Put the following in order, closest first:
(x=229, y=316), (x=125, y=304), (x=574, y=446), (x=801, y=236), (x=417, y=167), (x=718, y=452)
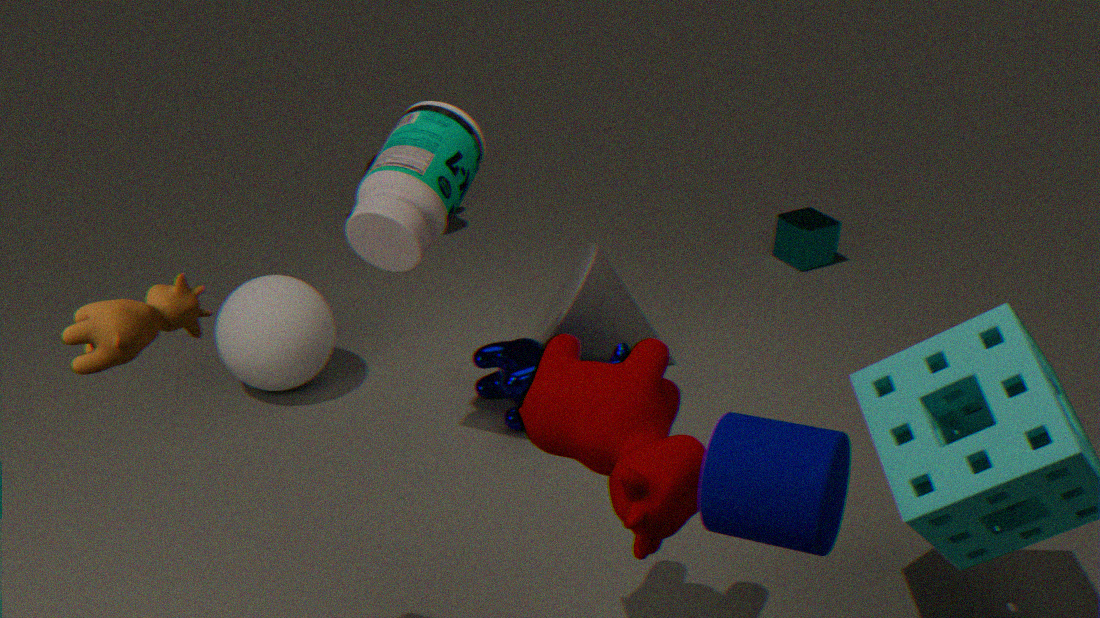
(x=718, y=452)
(x=125, y=304)
(x=574, y=446)
(x=417, y=167)
(x=229, y=316)
(x=801, y=236)
